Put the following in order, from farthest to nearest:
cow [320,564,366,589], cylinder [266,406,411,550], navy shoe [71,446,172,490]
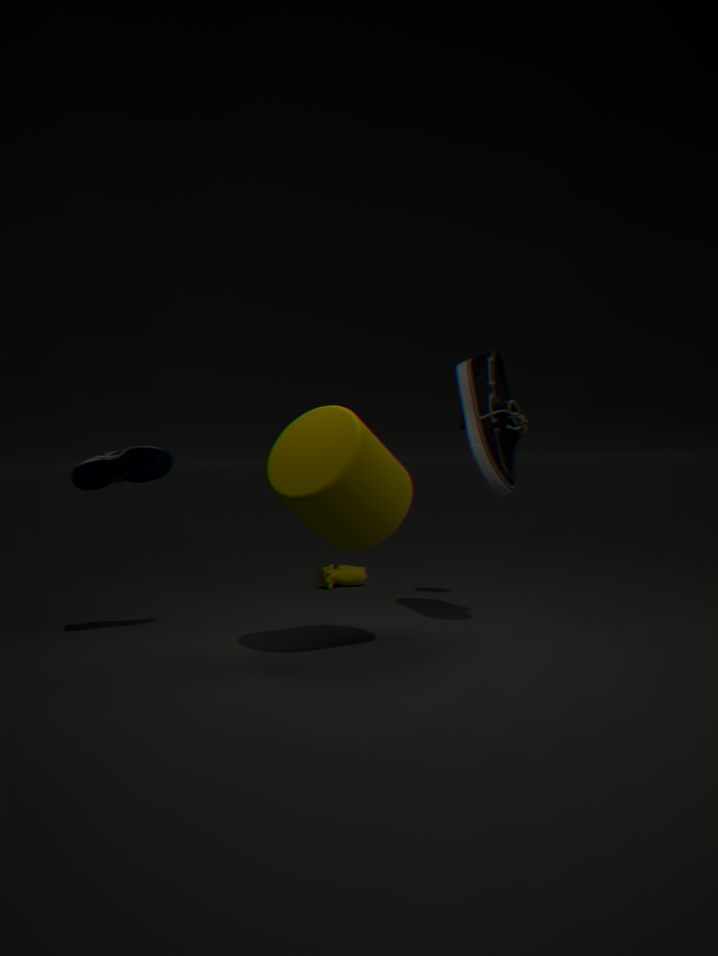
1. cow [320,564,366,589]
2. navy shoe [71,446,172,490]
3. cylinder [266,406,411,550]
